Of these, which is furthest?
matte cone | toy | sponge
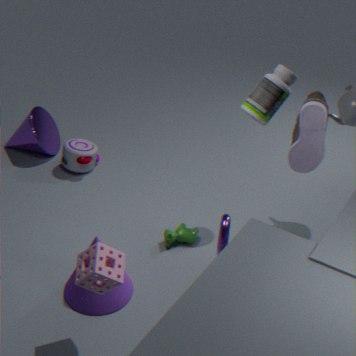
toy
